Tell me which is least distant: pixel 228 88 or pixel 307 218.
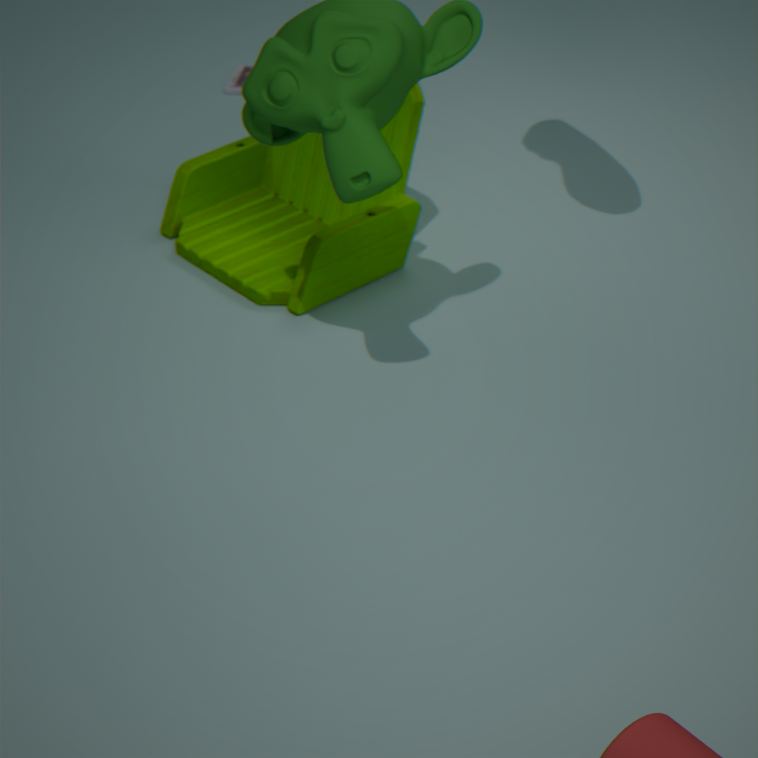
pixel 307 218
